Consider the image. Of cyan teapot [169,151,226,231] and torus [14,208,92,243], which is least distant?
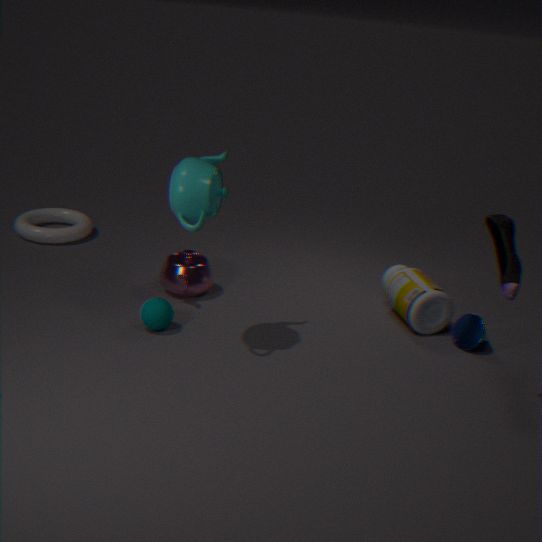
cyan teapot [169,151,226,231]
